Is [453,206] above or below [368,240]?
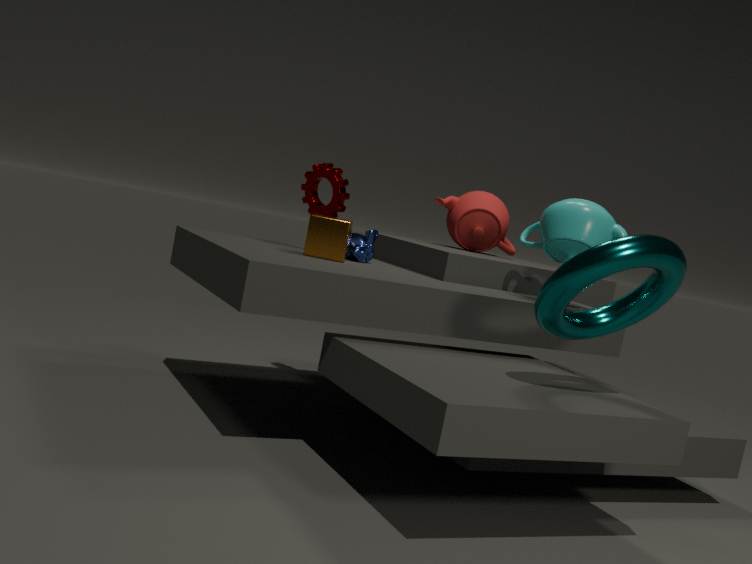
above
